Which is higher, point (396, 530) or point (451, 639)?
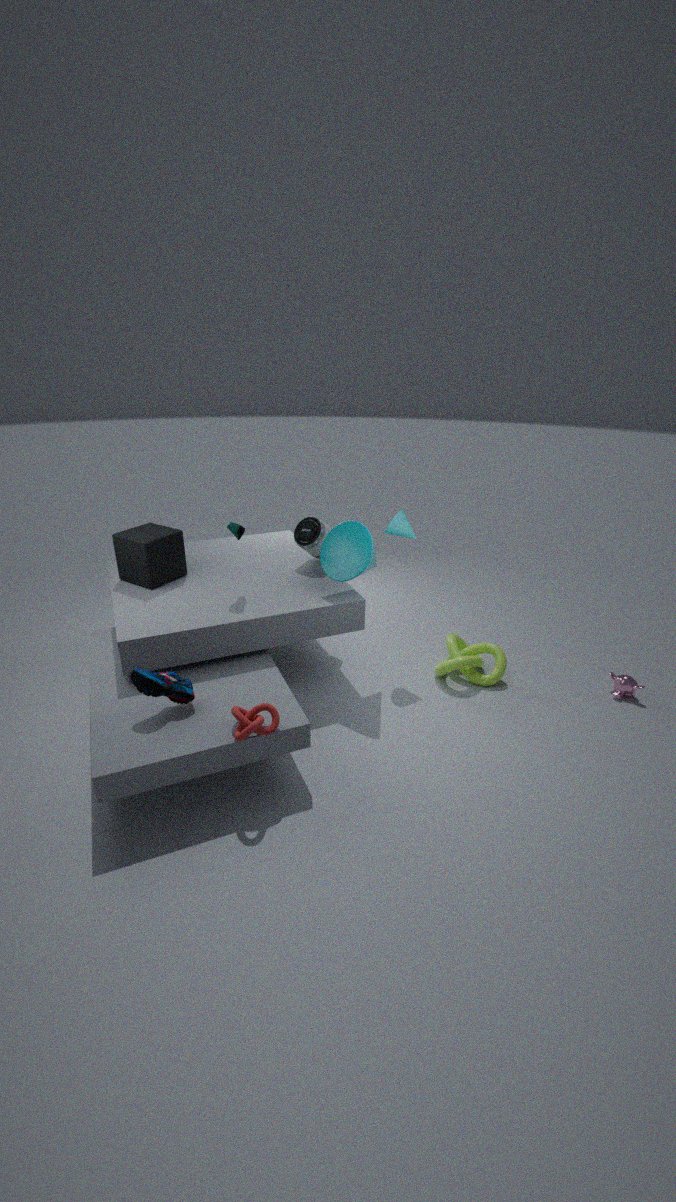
point (396, 530)
